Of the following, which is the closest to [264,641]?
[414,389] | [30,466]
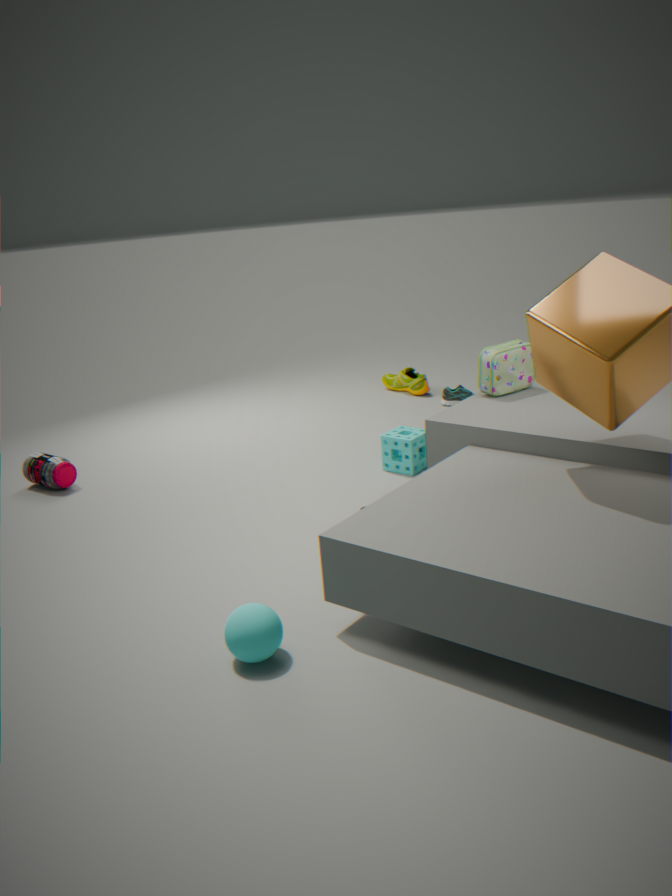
[30,466]
